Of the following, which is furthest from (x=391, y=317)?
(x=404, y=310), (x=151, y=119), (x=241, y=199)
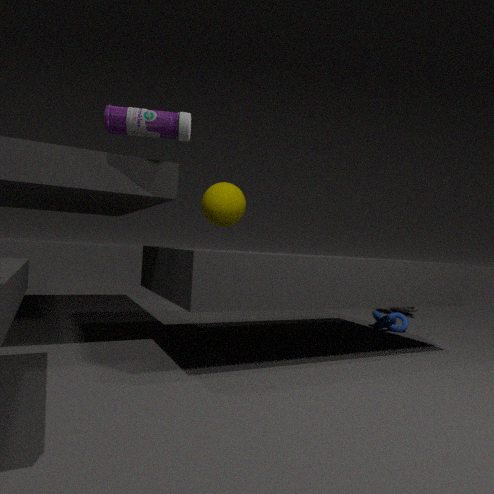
(x=151, y=119)
